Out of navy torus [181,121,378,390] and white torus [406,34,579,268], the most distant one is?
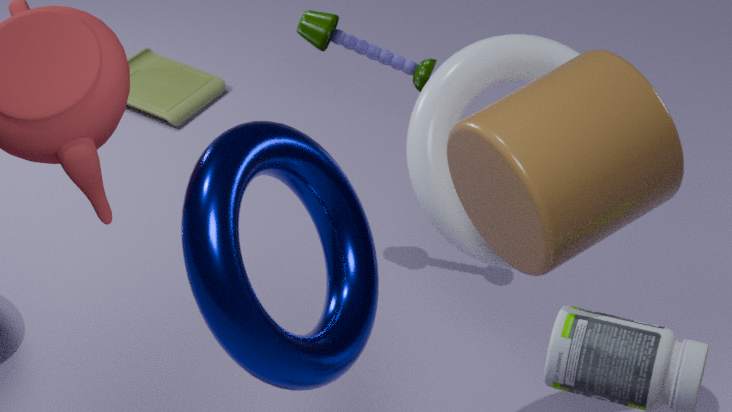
white torus [406,34,579,268]
